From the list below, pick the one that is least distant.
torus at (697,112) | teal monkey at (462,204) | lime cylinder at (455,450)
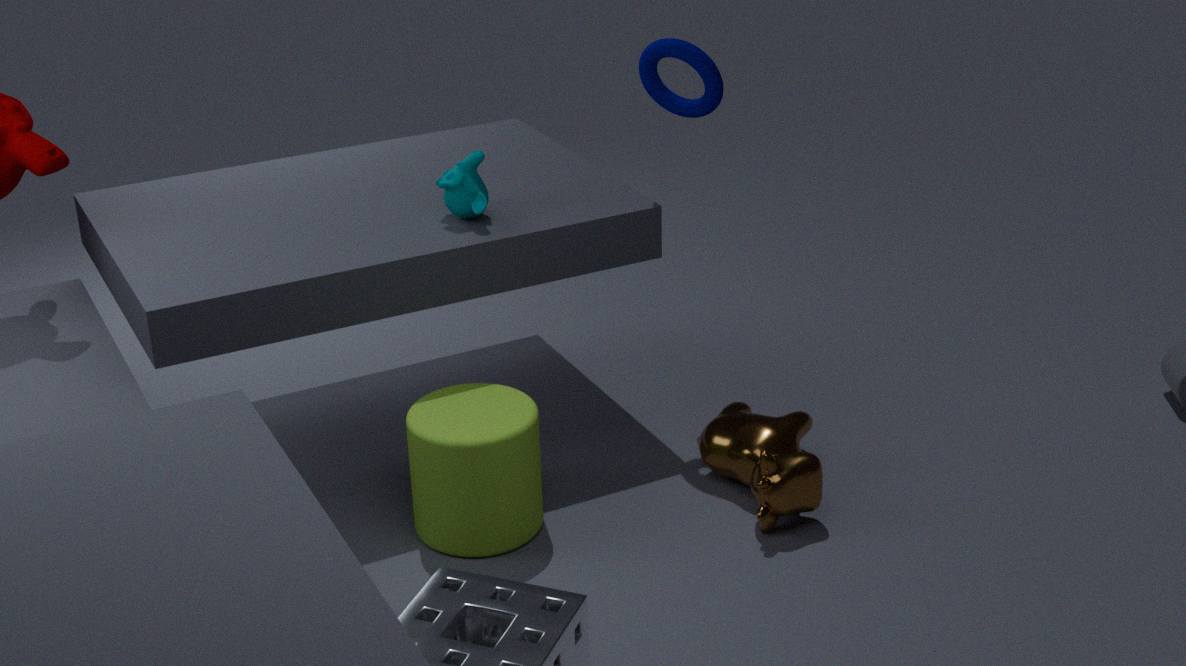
lime cylinder at (455,450)
